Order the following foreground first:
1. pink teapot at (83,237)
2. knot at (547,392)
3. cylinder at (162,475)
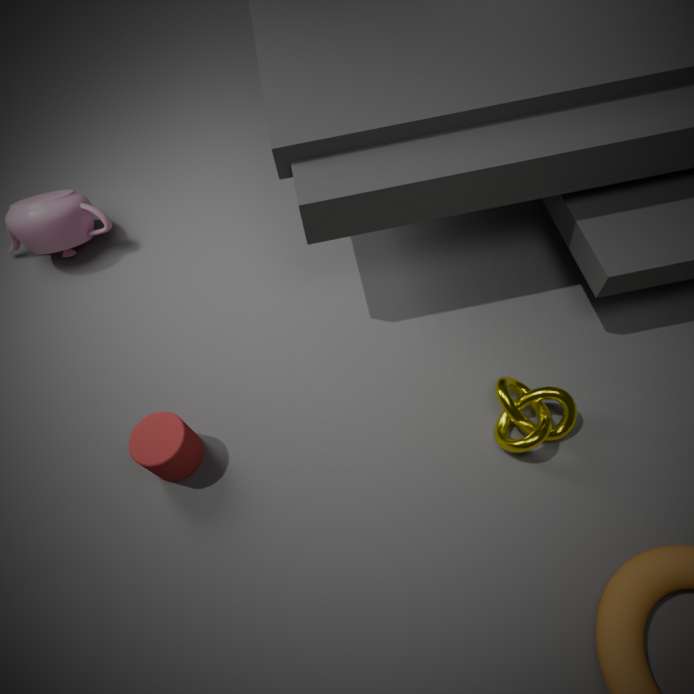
knot at (547,392)
cylinder at (162,475)
pink teapot at (83,237)
